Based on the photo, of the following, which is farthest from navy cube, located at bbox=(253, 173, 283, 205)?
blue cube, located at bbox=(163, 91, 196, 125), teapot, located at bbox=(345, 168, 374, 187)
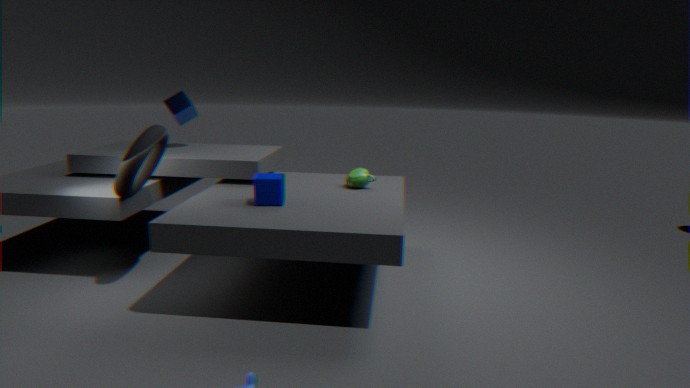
blue cube, located at bbox=(163, 91, 196, 125)
